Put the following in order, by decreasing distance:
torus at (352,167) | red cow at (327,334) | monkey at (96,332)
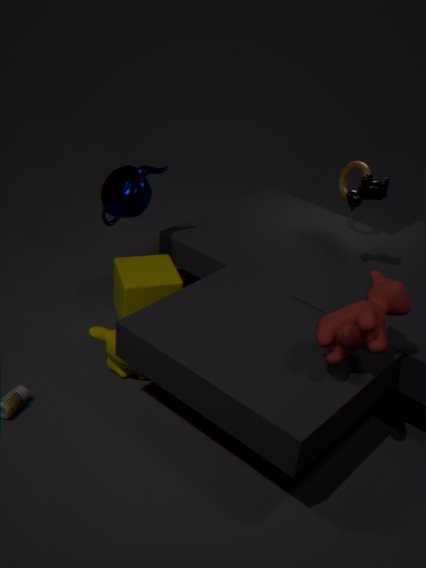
1. torus at (352,167)
2. monkey at (96,332)
3. red cow at (327,334)
